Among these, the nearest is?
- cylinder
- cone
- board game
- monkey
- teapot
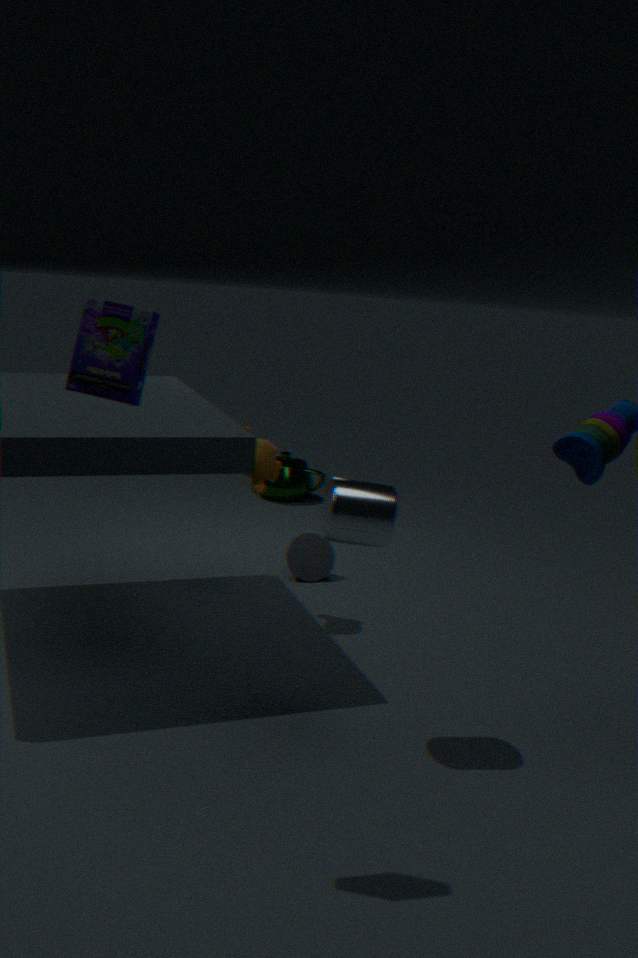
board game
